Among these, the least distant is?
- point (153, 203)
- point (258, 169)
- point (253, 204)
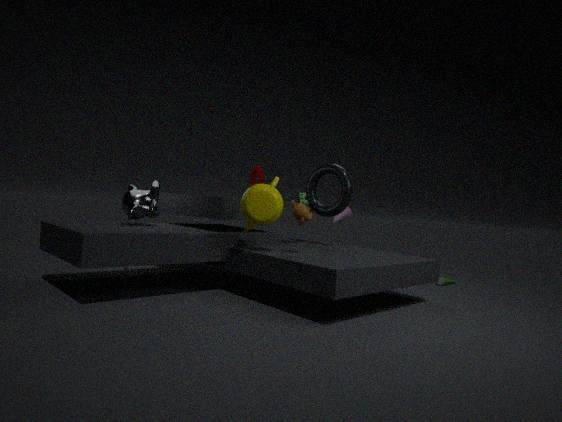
point (253, 204)
